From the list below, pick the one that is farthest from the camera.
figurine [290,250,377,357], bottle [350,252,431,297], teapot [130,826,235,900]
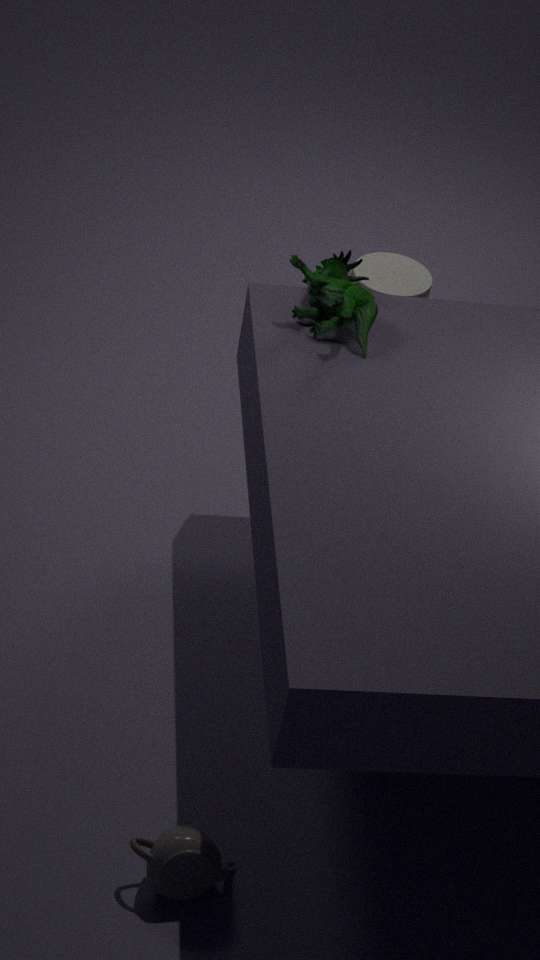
bottle [350,252,431,297]
